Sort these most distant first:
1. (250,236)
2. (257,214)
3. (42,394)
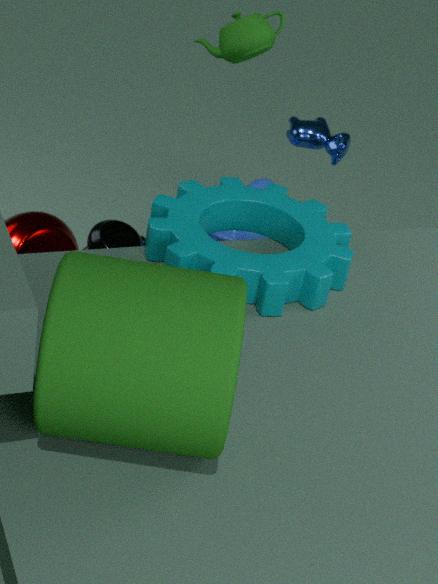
(250,236)
(257,214)
(42,394)
